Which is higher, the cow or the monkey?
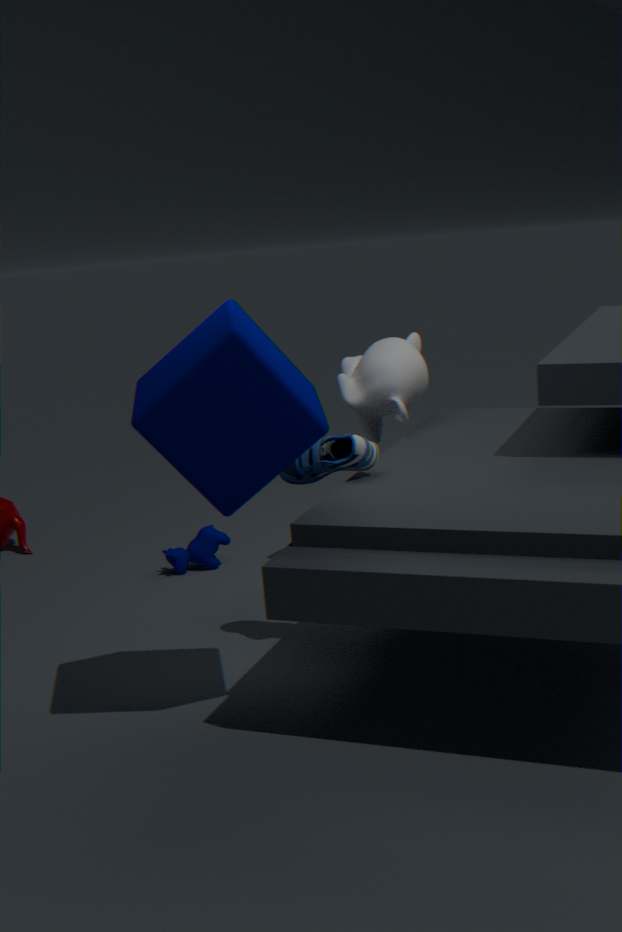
the monkey
